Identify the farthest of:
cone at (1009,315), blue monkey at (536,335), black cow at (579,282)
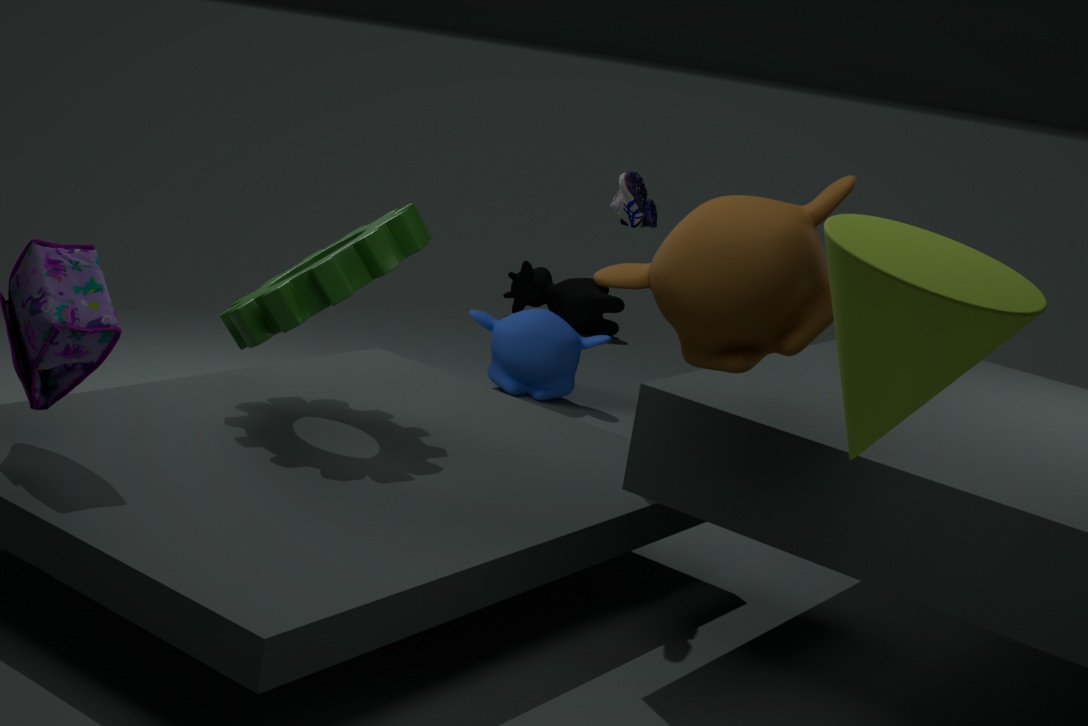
black cow at (579,282)
